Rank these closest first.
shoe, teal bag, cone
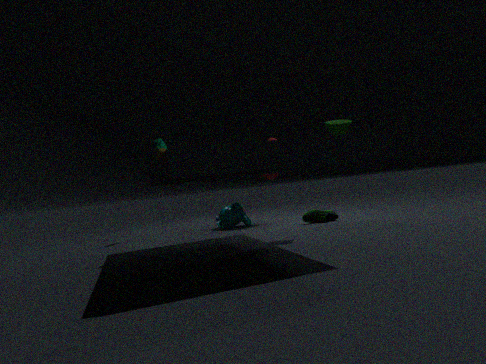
cone → shoe → teal bag
